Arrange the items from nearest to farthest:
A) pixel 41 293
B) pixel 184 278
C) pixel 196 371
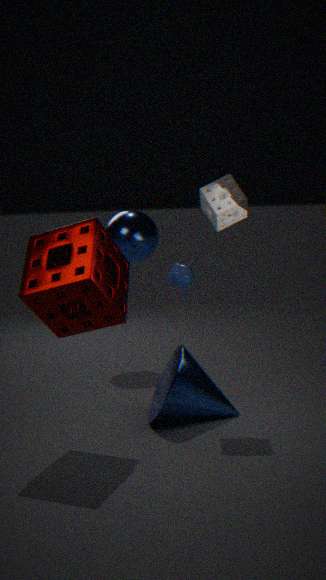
pixel 41 293 → pixel 196 371 → pixel 184 278
